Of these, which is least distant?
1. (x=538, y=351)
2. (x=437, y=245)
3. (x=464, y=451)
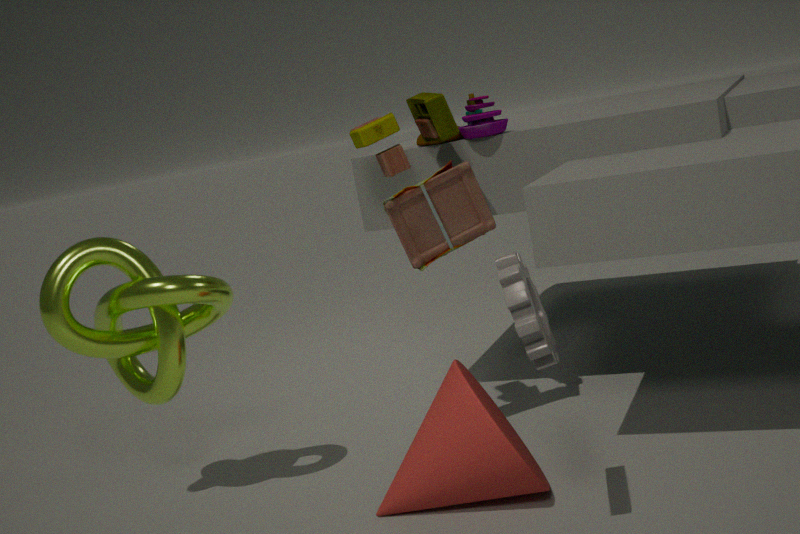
(x=538, y=351)
